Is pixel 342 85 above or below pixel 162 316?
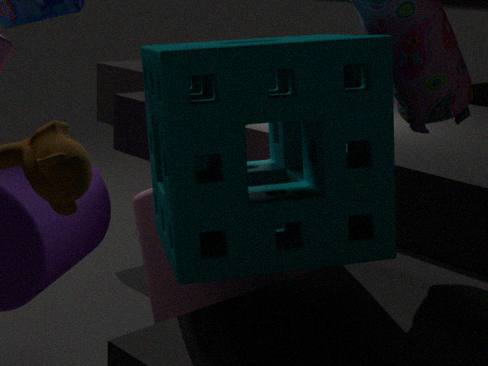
above
